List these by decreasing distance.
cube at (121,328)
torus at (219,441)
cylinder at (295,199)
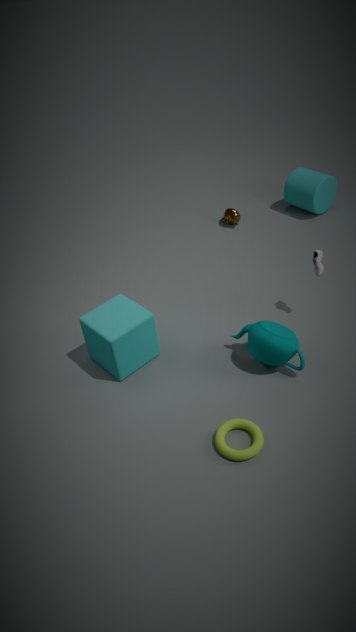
cylinder at (295,199)
cube at (121,328)
torus at (219,441)
